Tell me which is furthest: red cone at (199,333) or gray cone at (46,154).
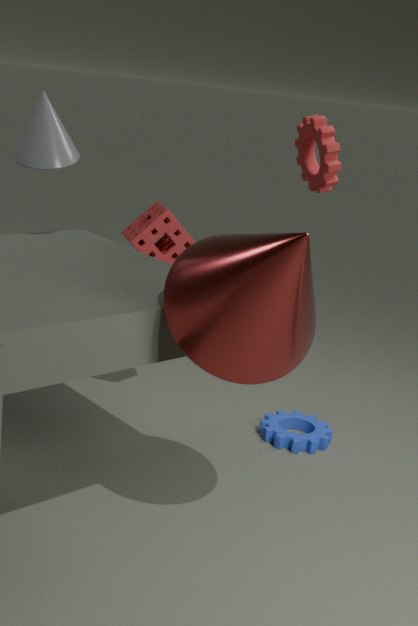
gray cone at (46,154)
